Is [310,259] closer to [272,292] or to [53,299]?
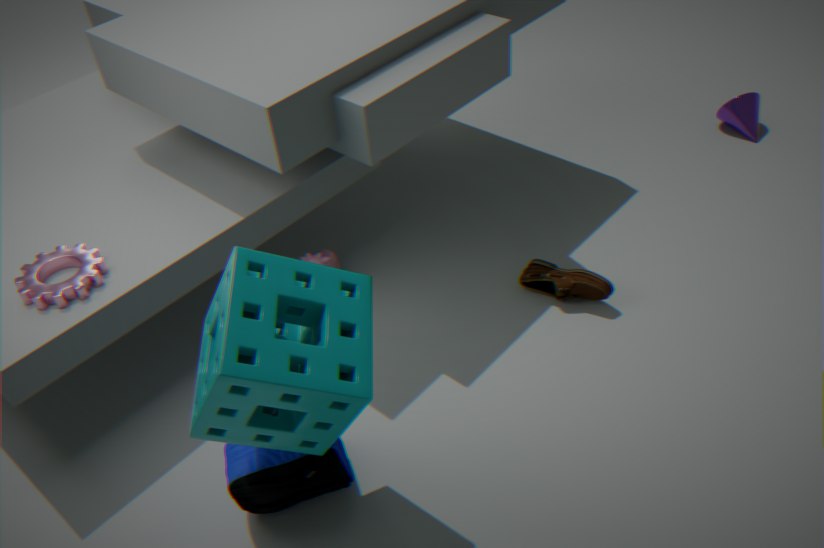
[53,299]
